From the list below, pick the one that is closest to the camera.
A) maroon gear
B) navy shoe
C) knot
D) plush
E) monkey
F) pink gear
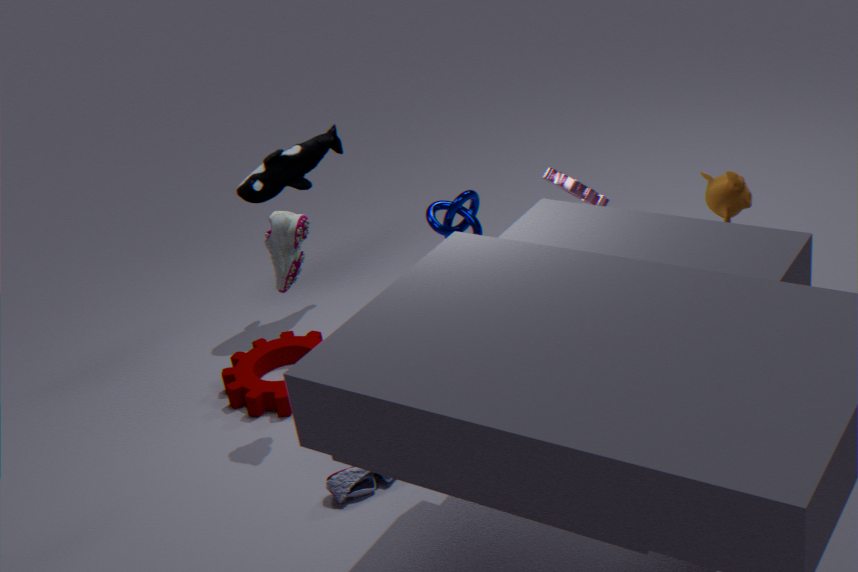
monkey
